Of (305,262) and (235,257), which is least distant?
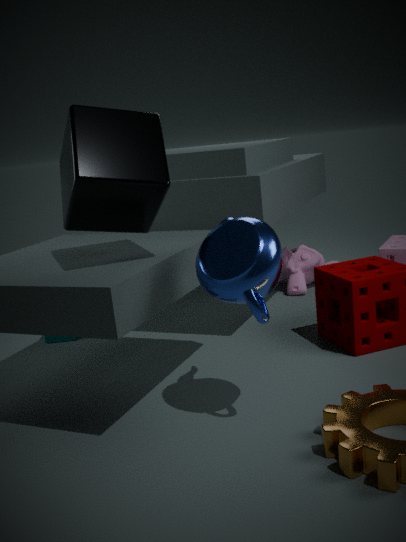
(235,257)
